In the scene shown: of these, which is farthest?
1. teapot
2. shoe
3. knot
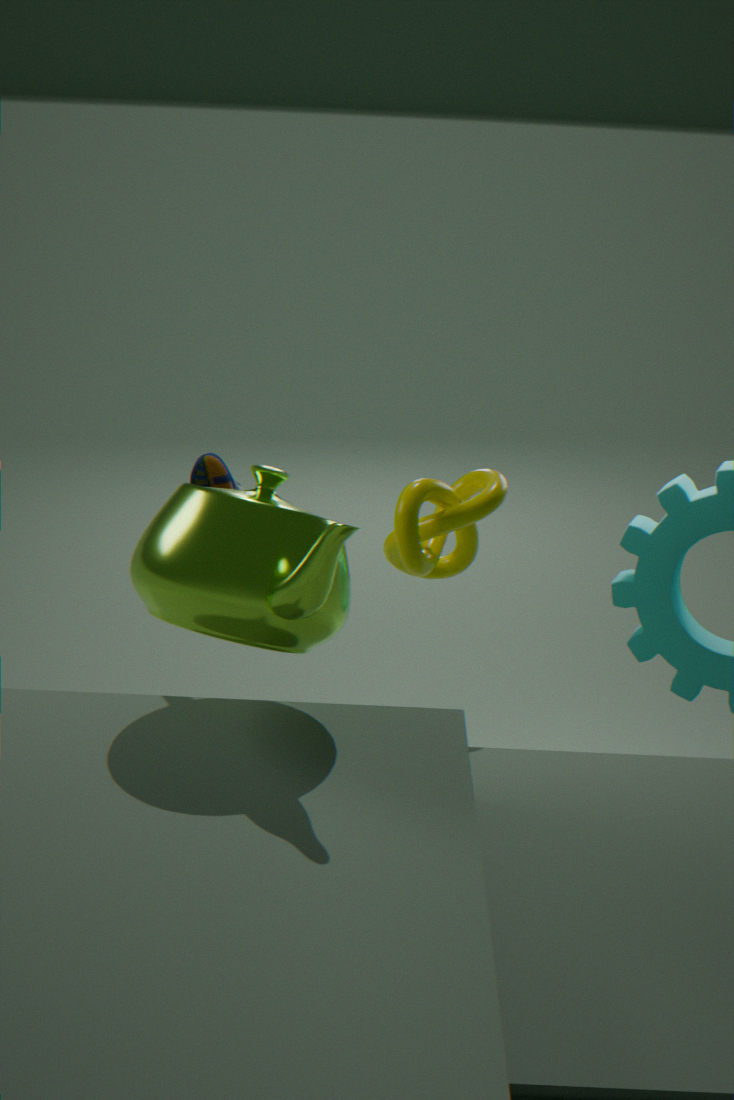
shoe
